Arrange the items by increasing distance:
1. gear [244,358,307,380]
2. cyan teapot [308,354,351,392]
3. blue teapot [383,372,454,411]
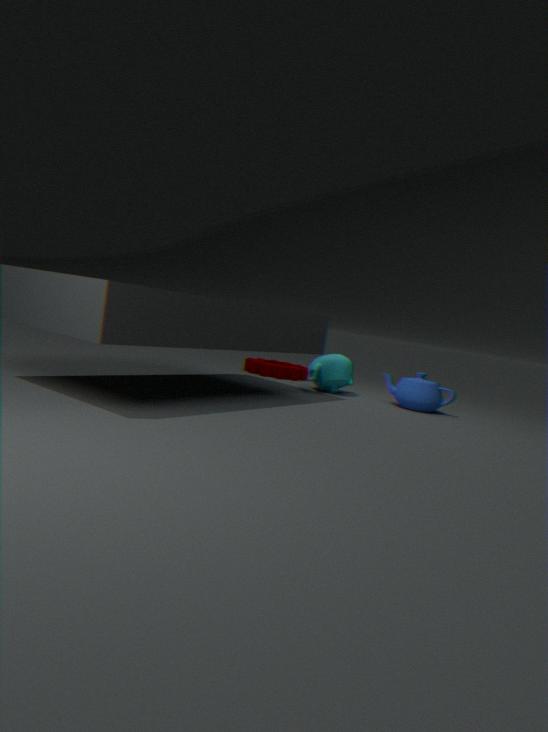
blue teapot [383,372,454,411]
cyan teapot [308,354,351,392]
gear [244,358,307,380]
